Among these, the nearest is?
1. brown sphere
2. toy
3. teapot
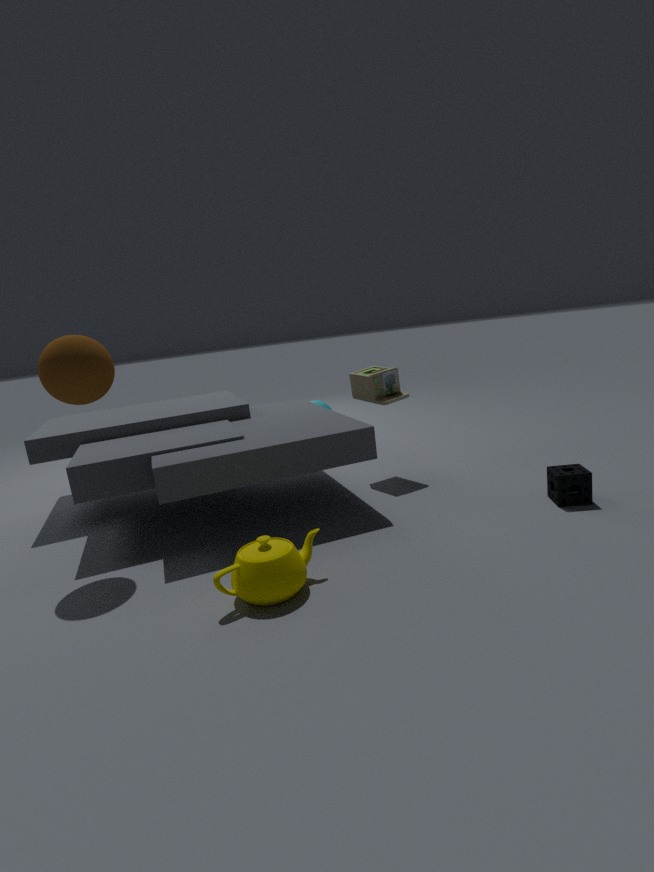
teapot
